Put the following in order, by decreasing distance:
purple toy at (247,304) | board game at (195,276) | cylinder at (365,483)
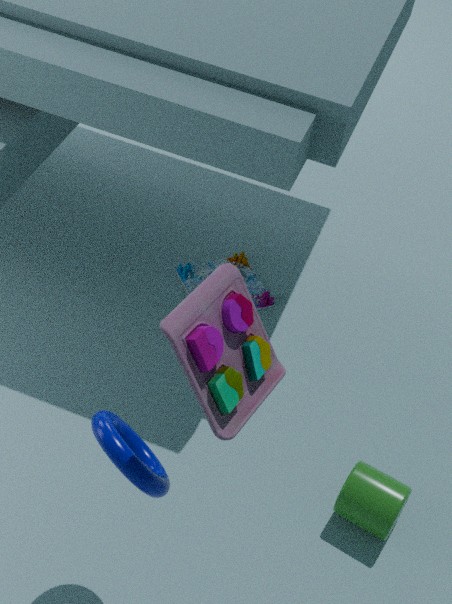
board game at (195,276)
cylinder at (365,483)
purple toy at (247,304)
